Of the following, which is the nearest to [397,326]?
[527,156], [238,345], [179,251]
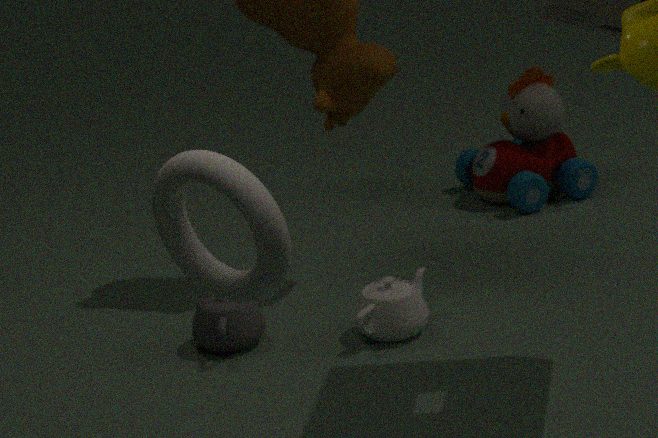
[238,345]
